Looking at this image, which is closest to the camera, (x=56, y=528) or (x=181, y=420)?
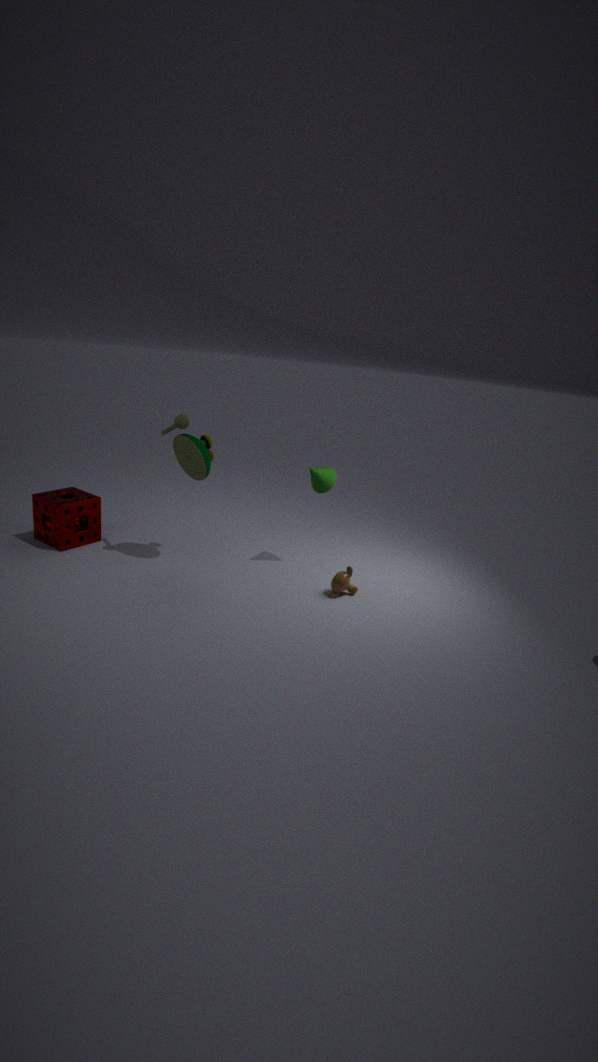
(x=181, y=420)
